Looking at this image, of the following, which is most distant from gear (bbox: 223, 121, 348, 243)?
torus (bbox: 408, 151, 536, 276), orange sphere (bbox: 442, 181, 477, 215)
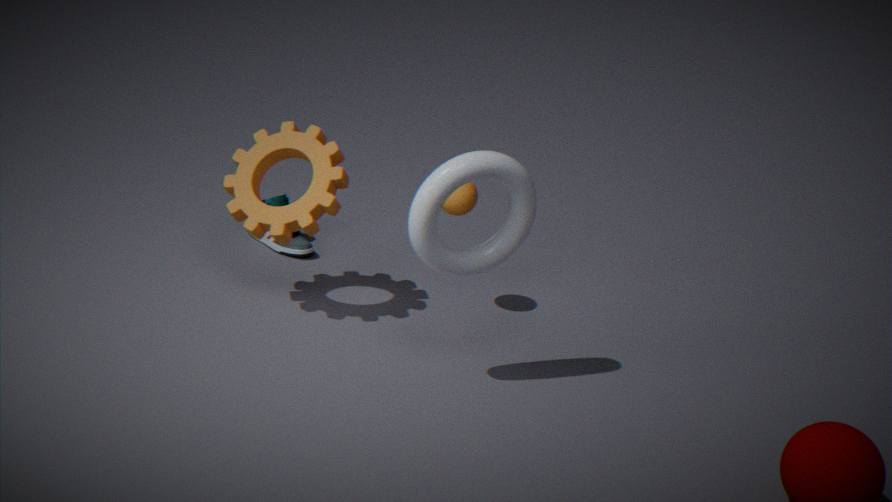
torus (bbox: 408, 151, 536, 276)
